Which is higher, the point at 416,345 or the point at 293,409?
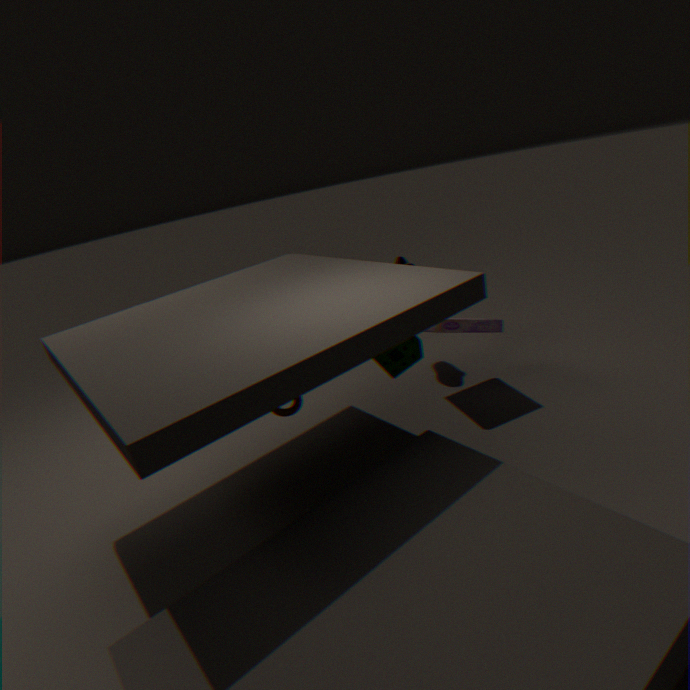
the point at 416,345
